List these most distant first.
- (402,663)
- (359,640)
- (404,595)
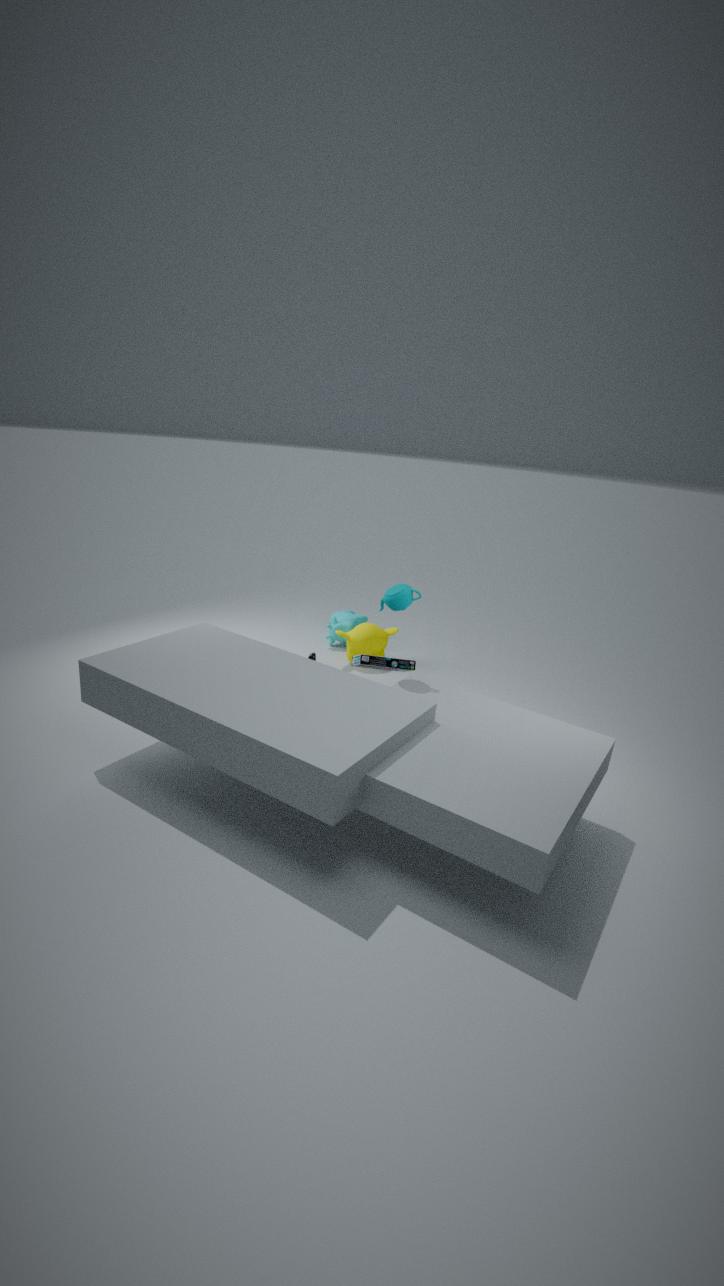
(359,640) < (402,663) < (404,595)
